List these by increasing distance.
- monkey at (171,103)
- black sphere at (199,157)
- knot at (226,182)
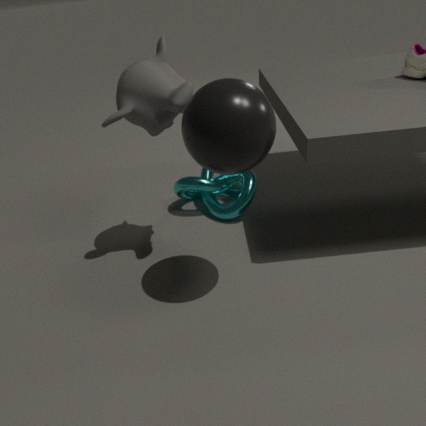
black sphere at (199,157) < monkey at (171,103) < knot at (226,182)
